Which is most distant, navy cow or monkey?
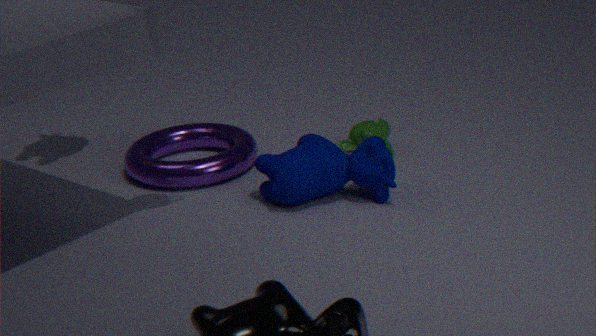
monkey
